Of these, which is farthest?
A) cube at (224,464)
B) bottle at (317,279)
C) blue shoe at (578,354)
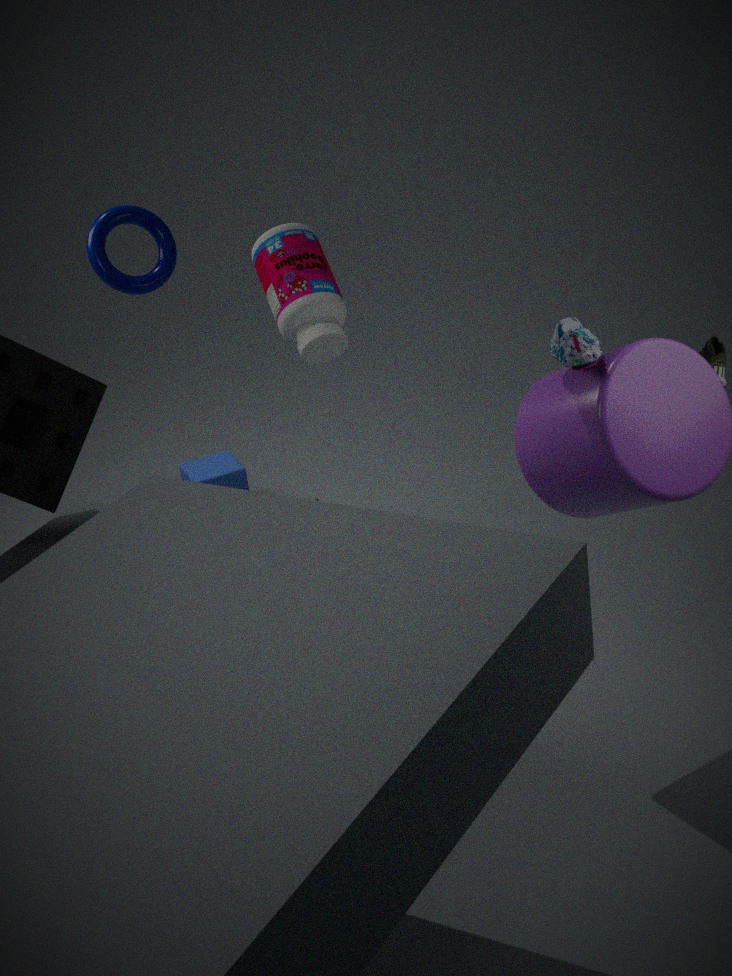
A. cube at (224,464)
